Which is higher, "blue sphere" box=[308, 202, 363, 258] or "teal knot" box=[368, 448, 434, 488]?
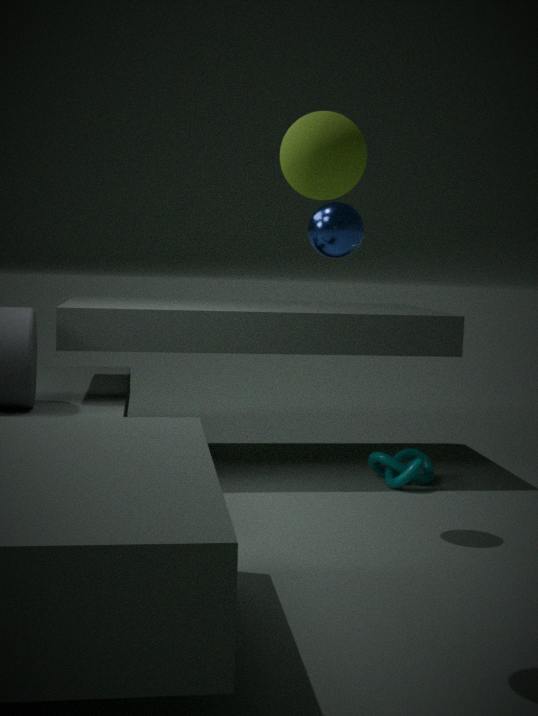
"blue sphere" box=[308, 202, 363, 258]
